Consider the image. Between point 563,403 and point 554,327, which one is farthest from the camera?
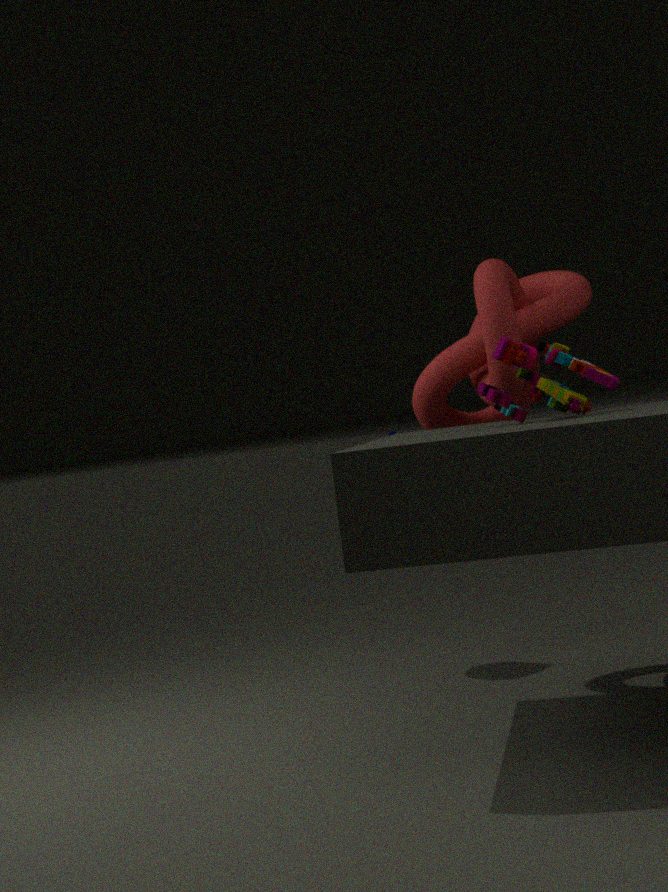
point 554,327
